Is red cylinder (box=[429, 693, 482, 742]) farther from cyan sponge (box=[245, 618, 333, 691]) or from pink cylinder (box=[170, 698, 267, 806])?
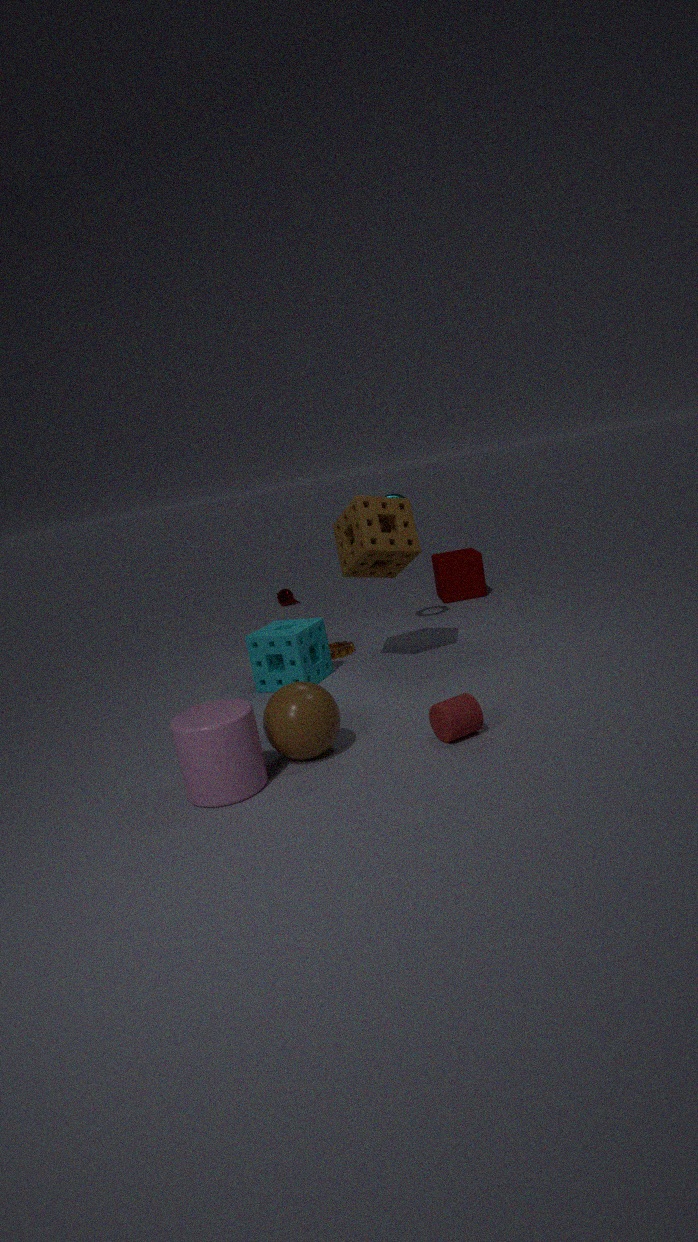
cyan sponge (box=[245, 618, 333, 691])
